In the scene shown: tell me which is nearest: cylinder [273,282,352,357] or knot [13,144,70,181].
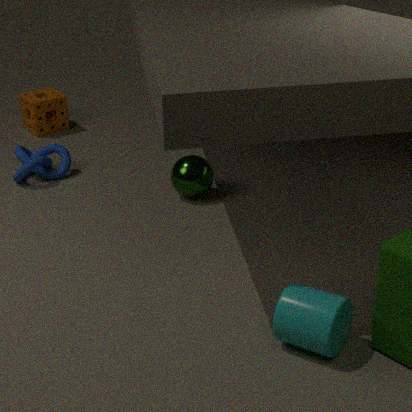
cylinder [273,282,352,357]
